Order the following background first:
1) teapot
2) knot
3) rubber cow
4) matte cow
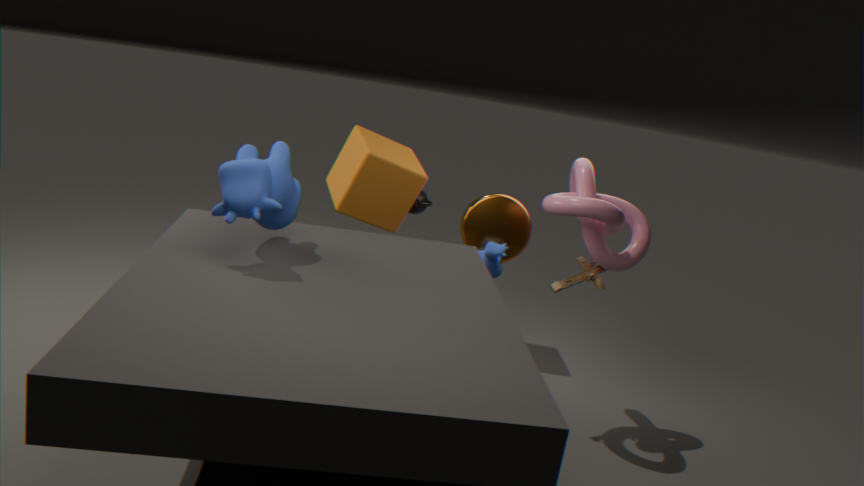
1. teapot, 4. matte cow, 2. knot, 3. rubber cow
